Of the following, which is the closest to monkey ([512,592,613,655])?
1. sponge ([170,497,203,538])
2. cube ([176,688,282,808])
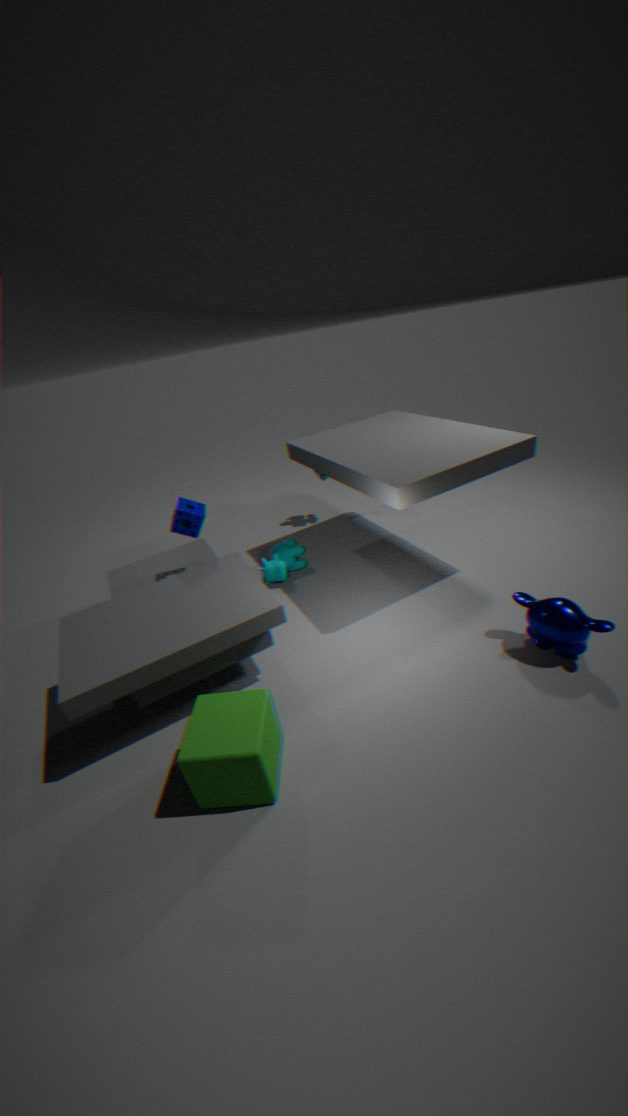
cube ([176,688,282,808])
